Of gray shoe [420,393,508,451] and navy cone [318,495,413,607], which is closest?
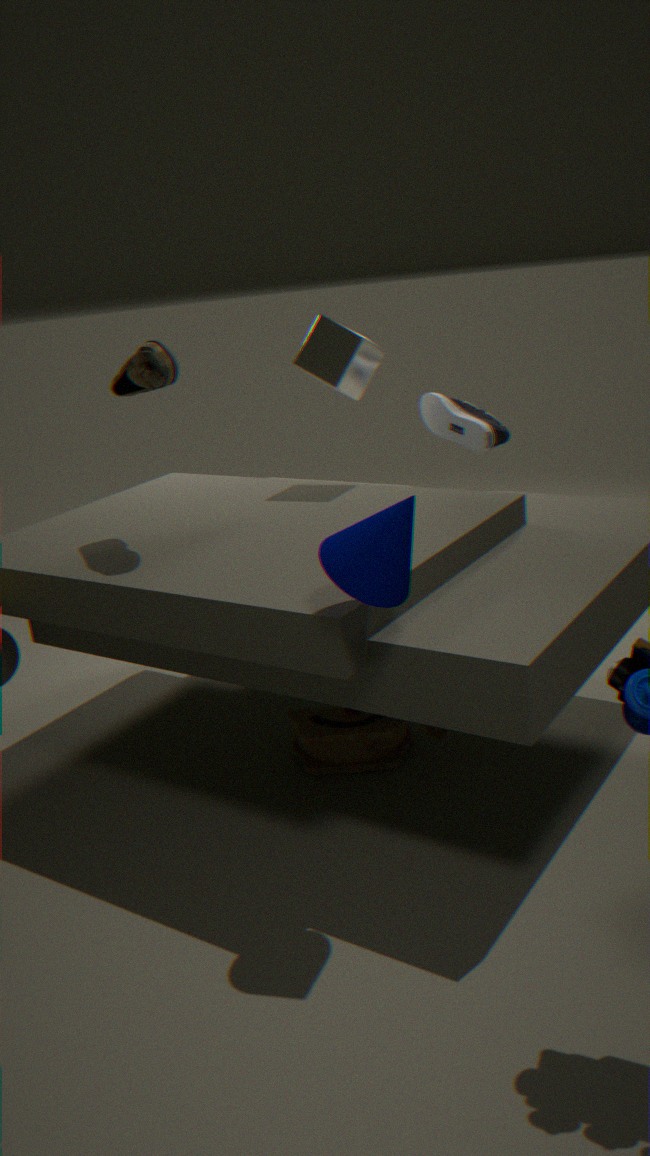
navy cone [318,495,413,607]
